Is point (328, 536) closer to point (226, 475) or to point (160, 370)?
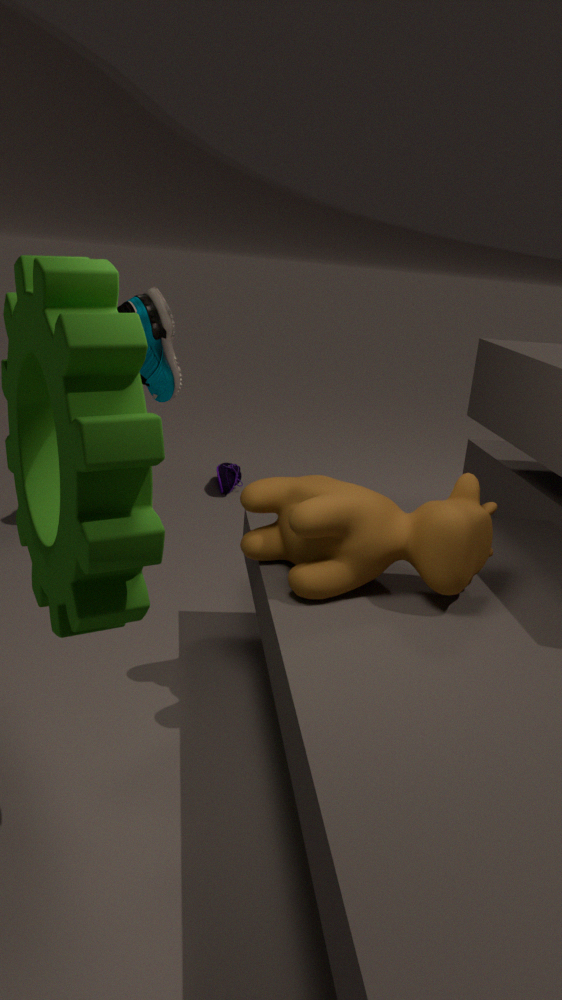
point (160, 370)
